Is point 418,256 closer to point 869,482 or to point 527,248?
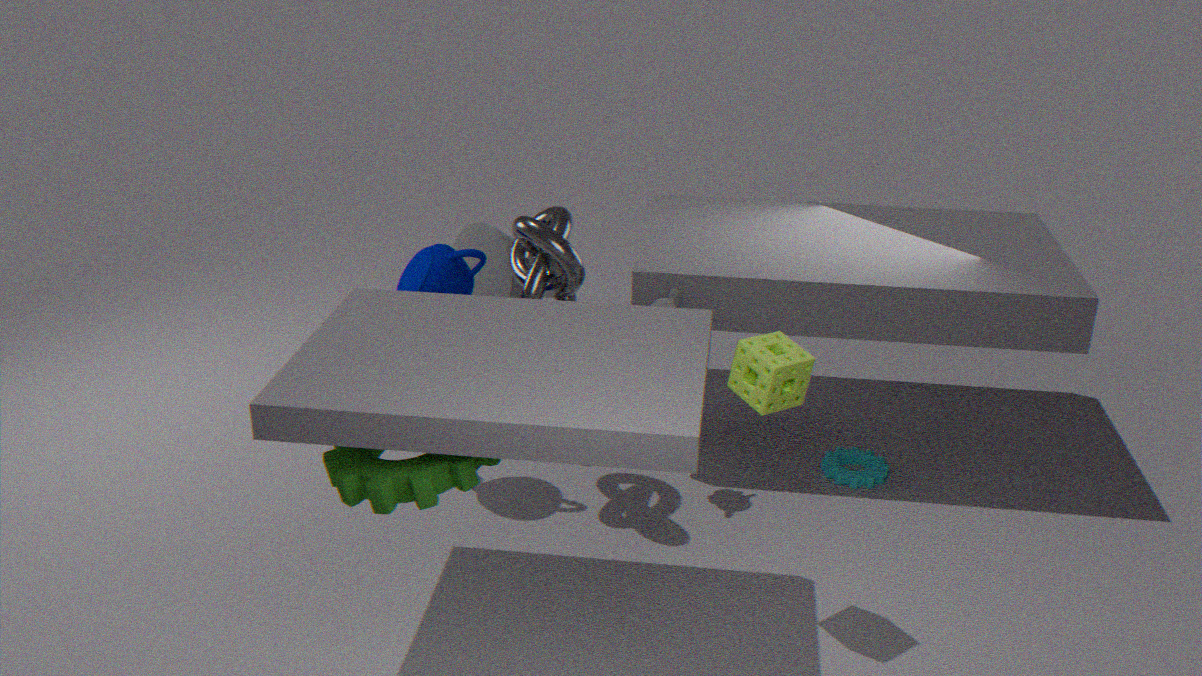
point 527,248
